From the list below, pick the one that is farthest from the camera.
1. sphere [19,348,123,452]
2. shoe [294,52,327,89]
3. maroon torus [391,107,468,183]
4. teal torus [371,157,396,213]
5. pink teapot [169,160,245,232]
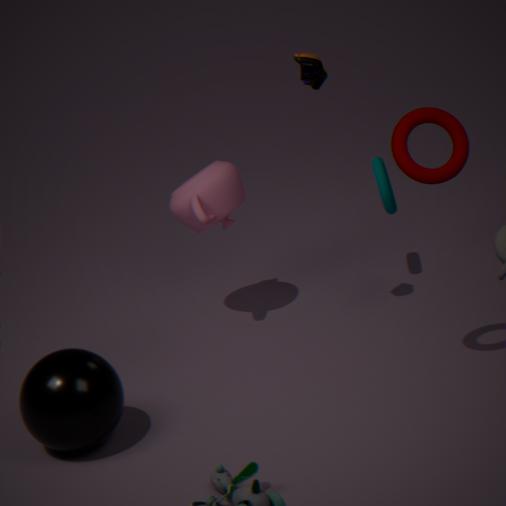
teal torus [371,157,396,213]
